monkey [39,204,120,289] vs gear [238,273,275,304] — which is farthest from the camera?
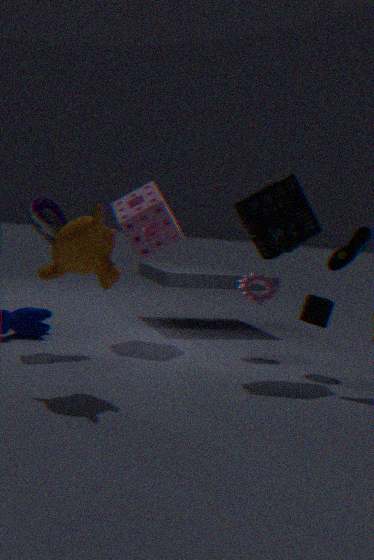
gear [238,273,275,304]
